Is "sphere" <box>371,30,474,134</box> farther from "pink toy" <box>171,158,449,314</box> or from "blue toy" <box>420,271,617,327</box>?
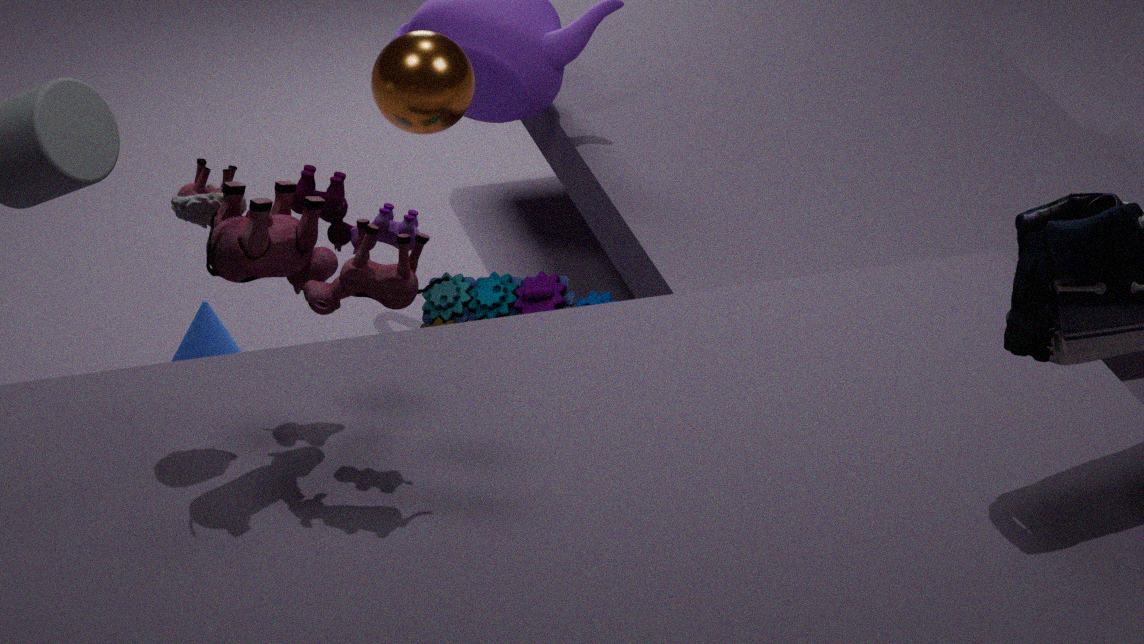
"pink toy" <box>171,158,449,314</box>
